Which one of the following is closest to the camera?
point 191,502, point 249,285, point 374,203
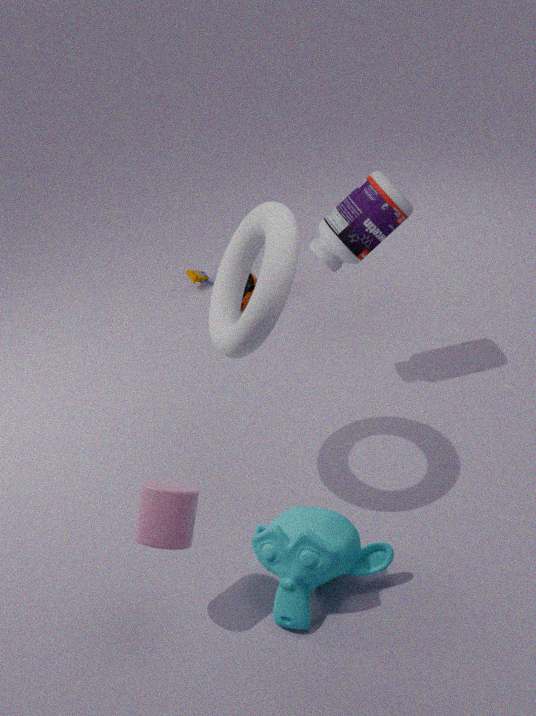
point 191,502
